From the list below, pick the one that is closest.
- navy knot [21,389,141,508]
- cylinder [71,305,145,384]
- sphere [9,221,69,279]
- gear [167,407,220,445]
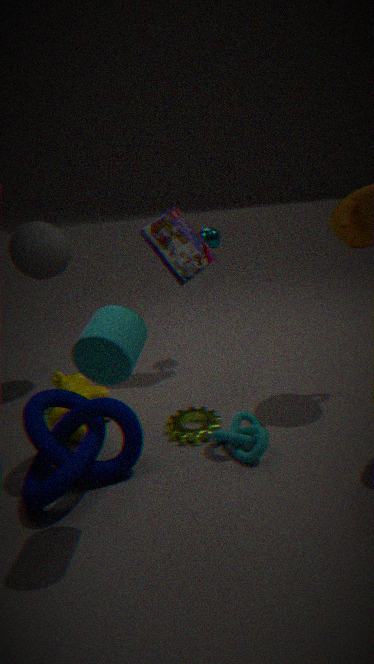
cylinder [71,305,145,384]
